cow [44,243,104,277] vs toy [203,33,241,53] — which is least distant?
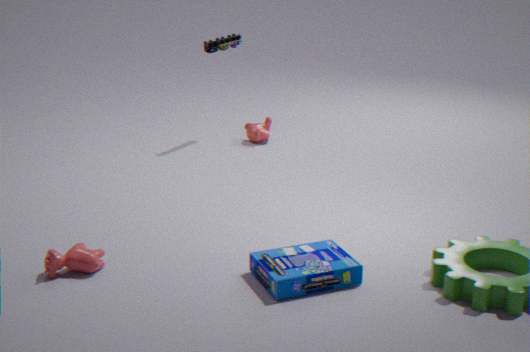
cow [44,243,104,277]
